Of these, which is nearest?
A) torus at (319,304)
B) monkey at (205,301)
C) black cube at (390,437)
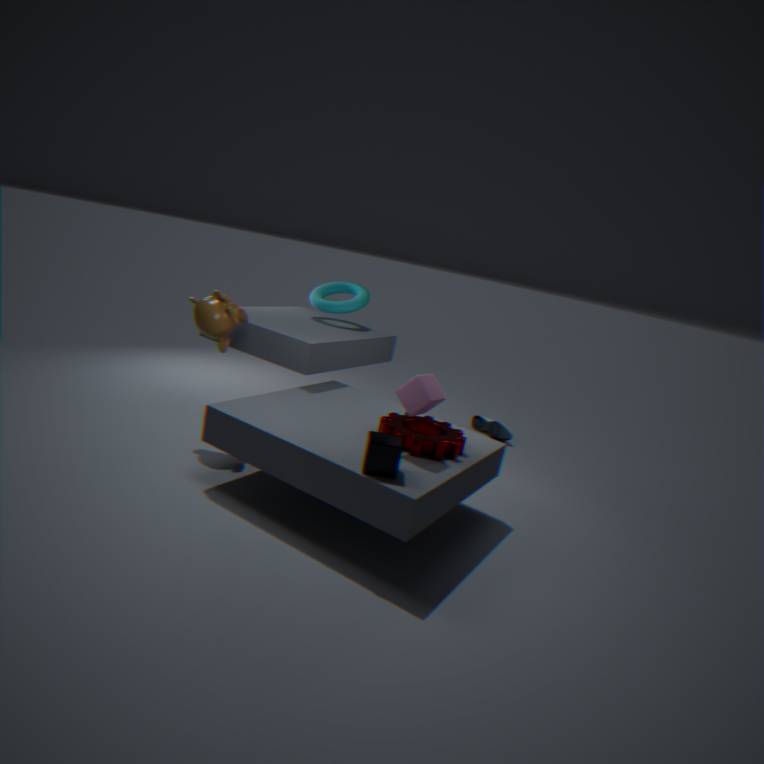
black cube at (390,437)
